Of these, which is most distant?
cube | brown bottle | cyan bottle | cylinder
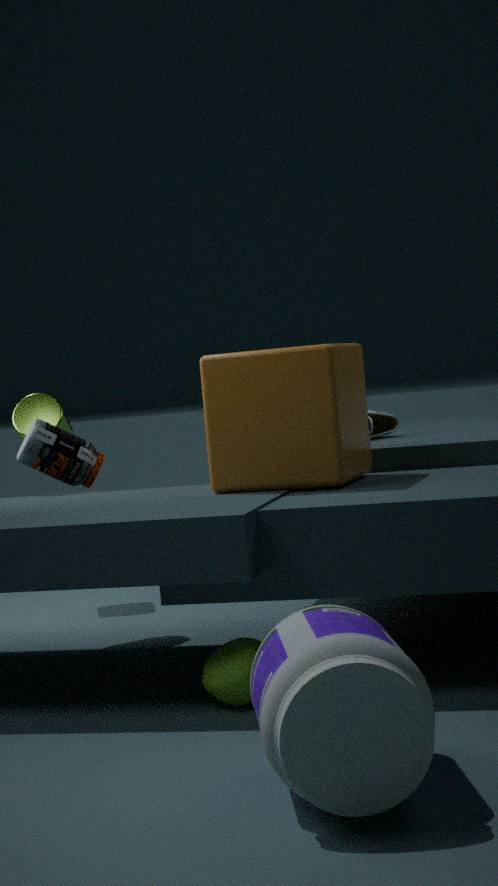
cylinder
